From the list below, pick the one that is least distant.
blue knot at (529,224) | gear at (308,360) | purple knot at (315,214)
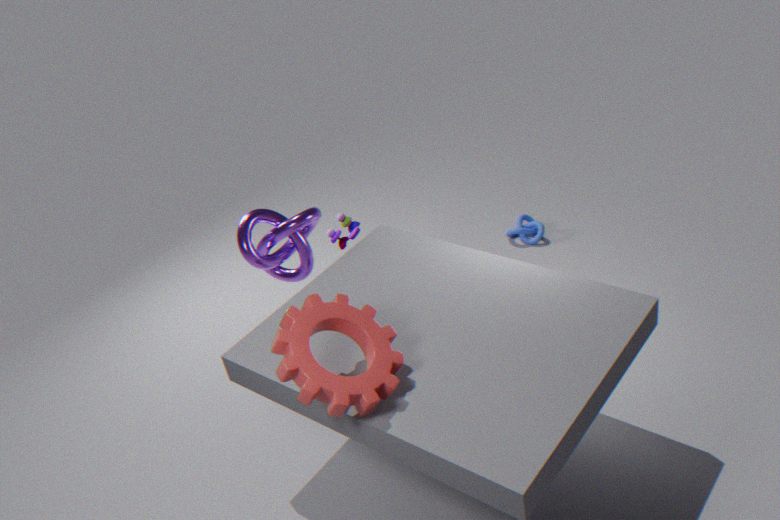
gear at (308,360)
